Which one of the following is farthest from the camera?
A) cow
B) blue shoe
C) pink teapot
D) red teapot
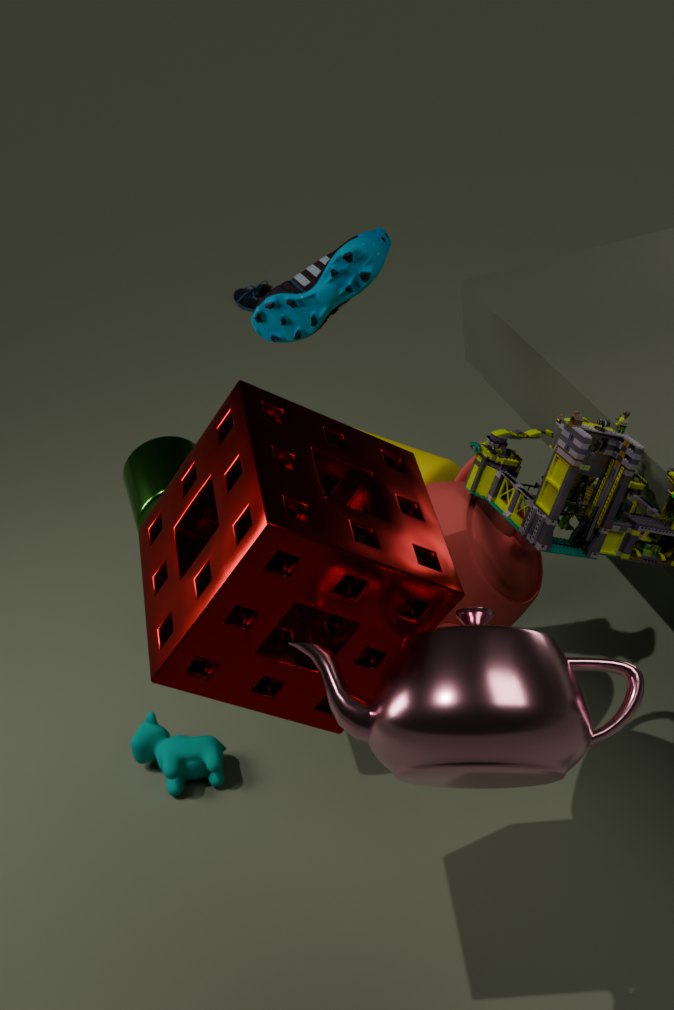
blue shoe
